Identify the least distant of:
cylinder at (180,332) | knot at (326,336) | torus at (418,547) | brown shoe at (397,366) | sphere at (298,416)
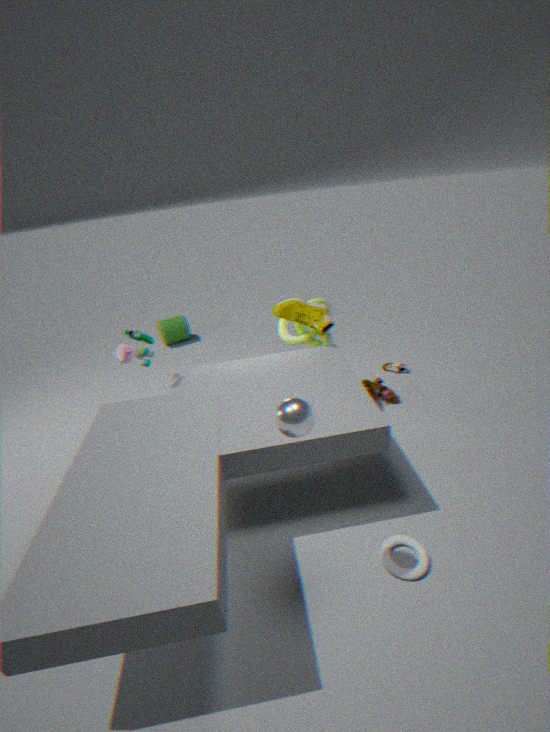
sphere at (298,416)
